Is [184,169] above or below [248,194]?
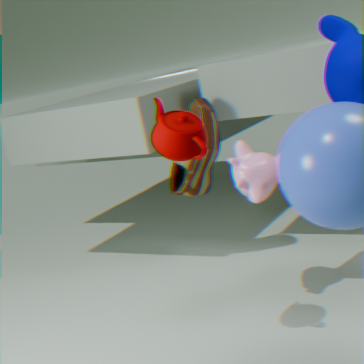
above
